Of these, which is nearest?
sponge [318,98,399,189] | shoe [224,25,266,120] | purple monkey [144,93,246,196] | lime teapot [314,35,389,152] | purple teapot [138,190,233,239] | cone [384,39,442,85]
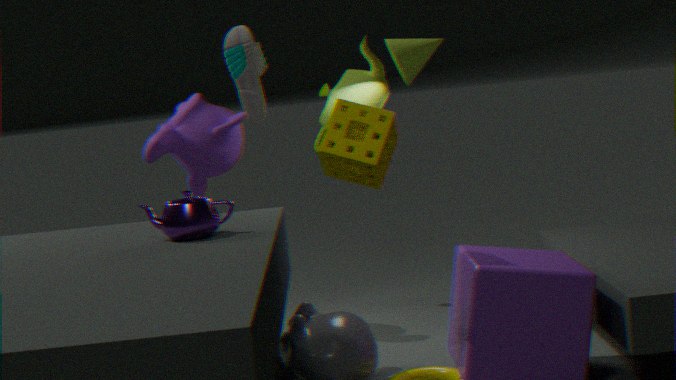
purple teapot [138,190,233,239]
